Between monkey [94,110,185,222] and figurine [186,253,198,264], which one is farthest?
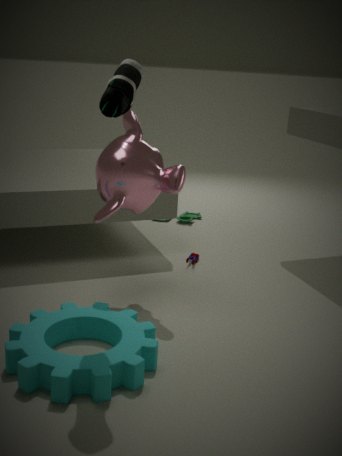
figurine [186,253,198,264]
